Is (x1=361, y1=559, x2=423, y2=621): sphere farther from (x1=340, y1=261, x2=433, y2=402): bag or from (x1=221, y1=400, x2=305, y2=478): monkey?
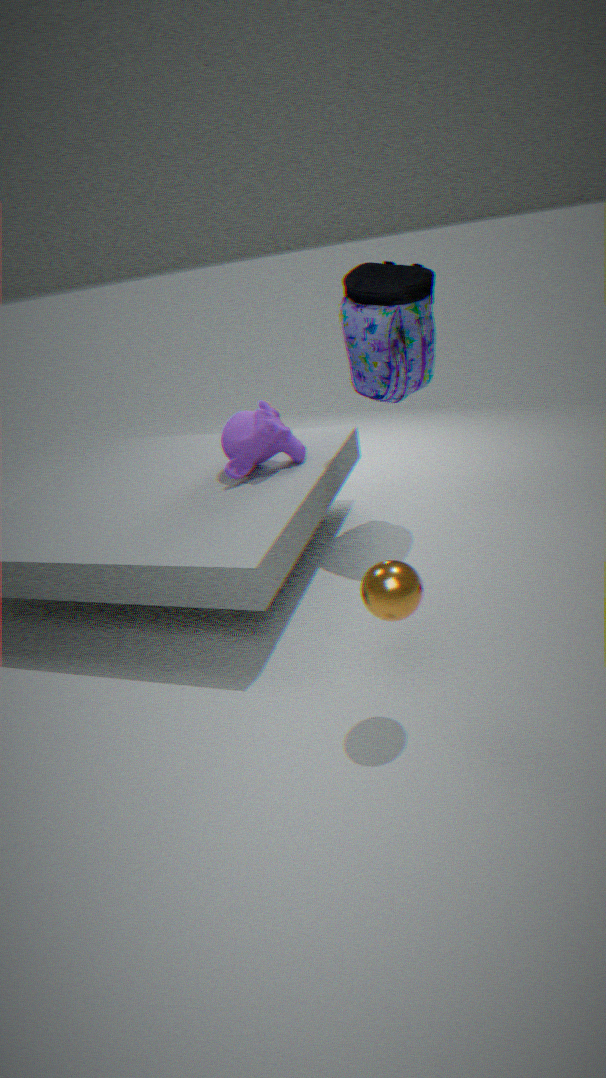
(x1=340, y1=261, x2=433, y2=402): bag
